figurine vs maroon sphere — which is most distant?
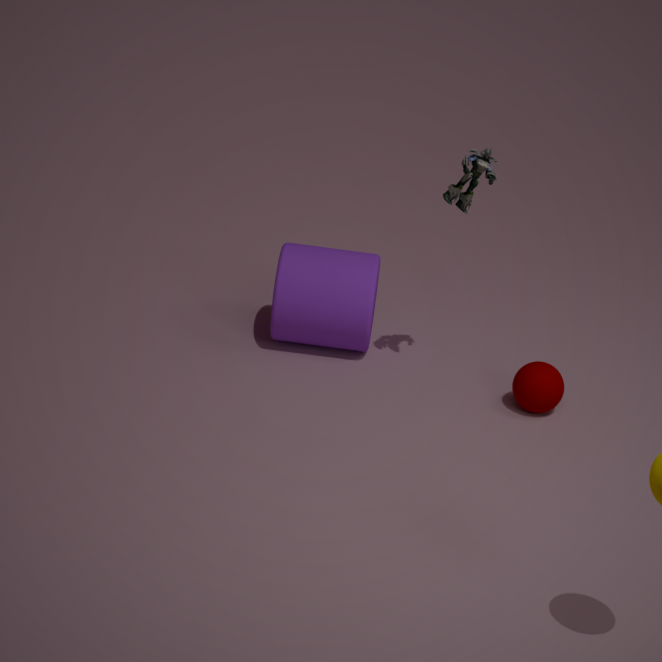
maroon sphere
